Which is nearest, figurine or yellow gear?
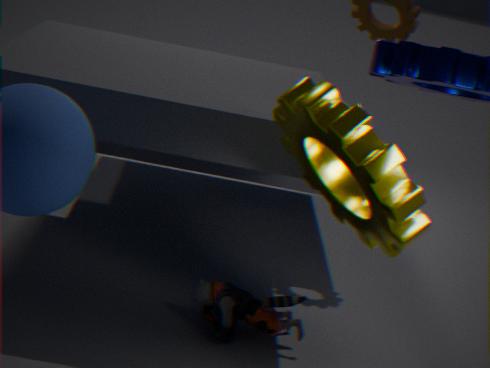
yellow gear
